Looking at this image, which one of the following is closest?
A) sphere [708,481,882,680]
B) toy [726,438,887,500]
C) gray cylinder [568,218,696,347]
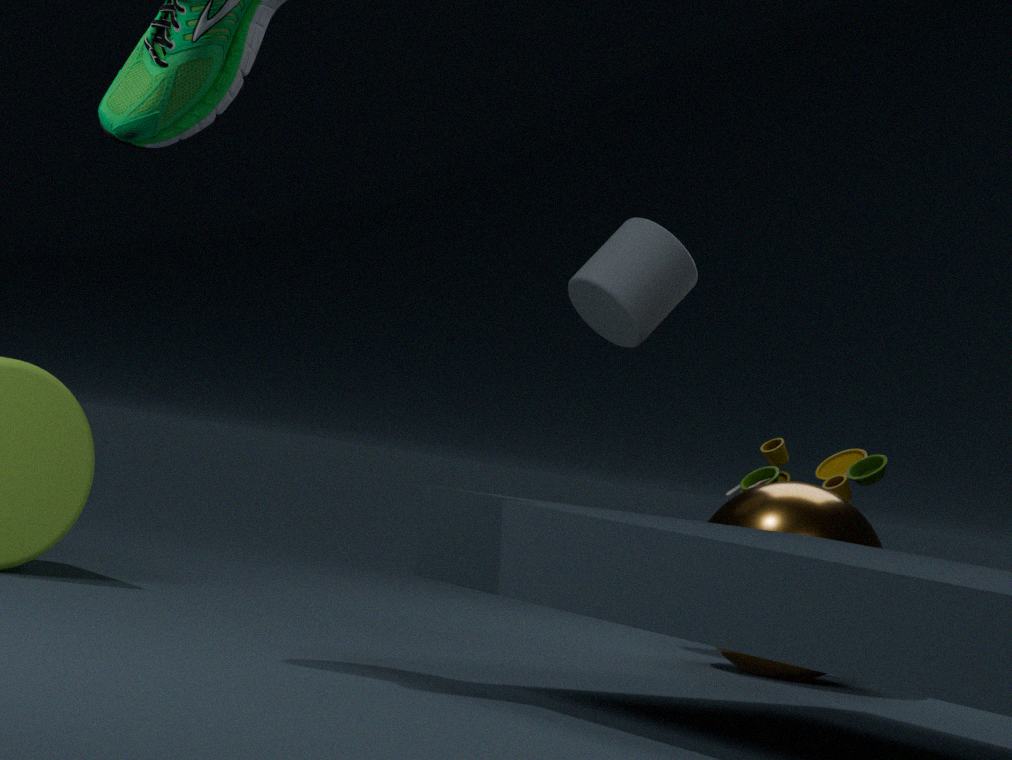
sphere [708,481,882,680]
